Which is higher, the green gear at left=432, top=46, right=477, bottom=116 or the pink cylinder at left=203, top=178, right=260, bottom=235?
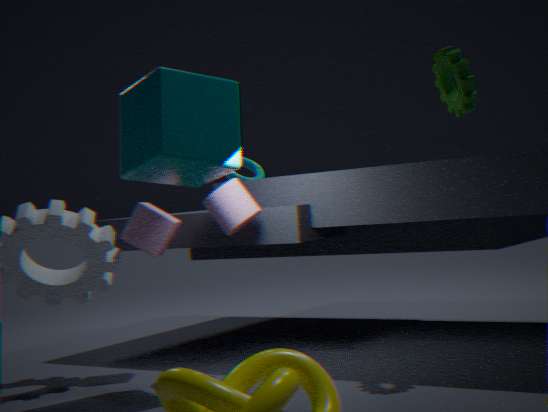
the green gear at left=432, top=46, right=477, bottom=116
